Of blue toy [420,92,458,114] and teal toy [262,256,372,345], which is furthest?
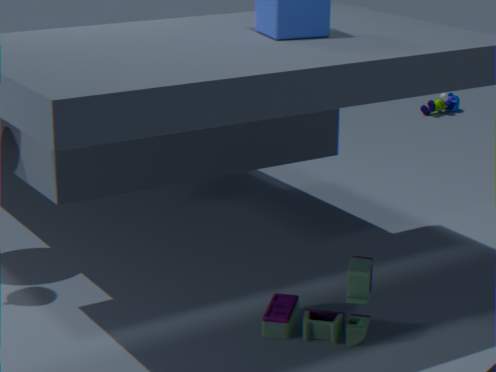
blue toy [420,92,458,114]
